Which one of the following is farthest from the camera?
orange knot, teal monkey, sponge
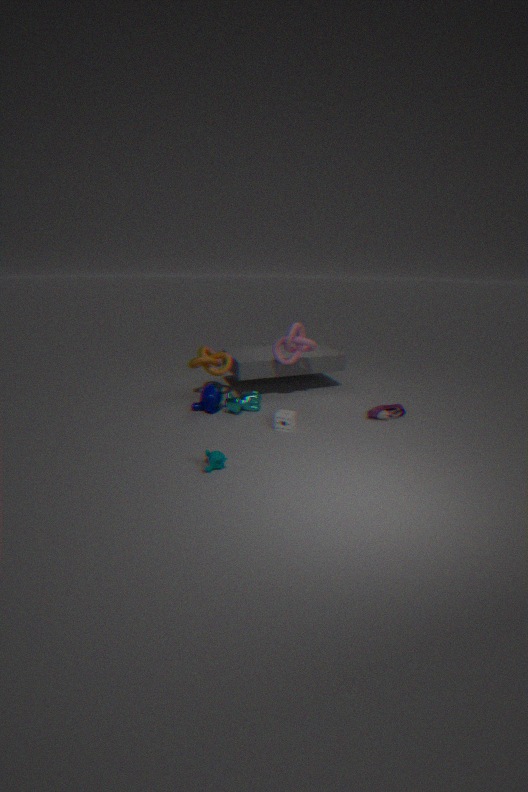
orange knot
